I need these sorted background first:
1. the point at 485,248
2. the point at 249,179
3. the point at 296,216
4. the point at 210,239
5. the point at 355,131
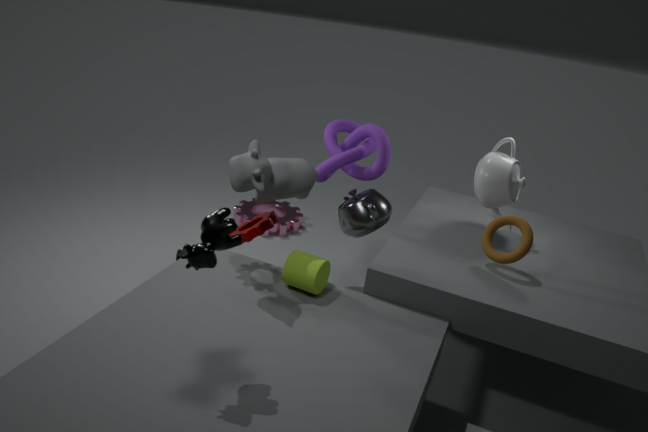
1. the point at 296,216
2. the point at 355,131
3. the point at 485,248
4. the point at 249,179
5. the point at 210,239
